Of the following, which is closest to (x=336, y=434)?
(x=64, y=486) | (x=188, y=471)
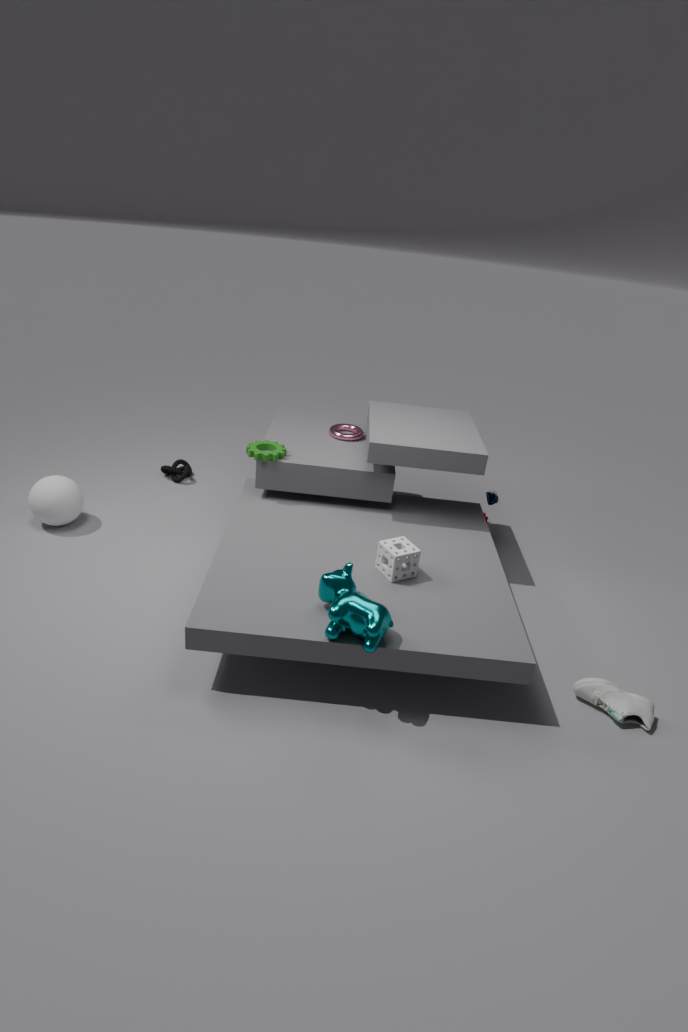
(x=188, y=471)
